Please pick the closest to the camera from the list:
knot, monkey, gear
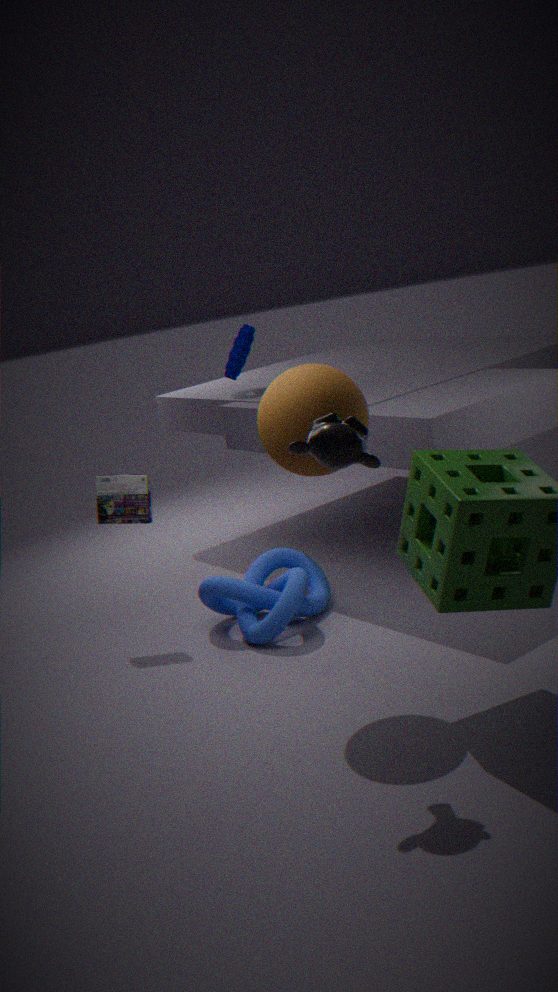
monkey
